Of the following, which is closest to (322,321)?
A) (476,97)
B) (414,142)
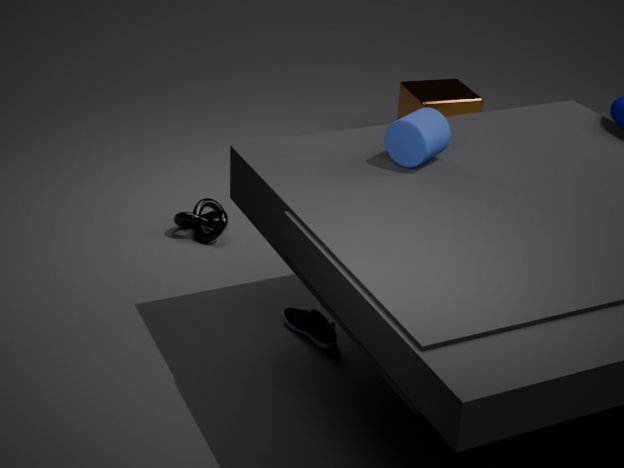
(414,142)
